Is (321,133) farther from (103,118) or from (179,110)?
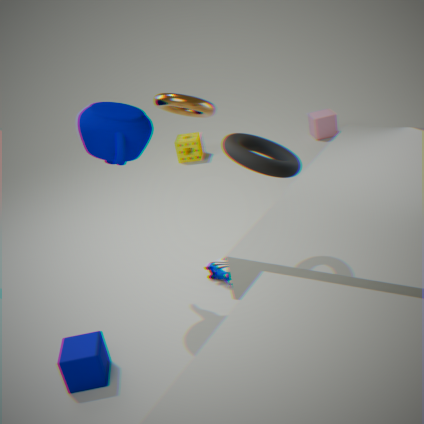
(103,118)
